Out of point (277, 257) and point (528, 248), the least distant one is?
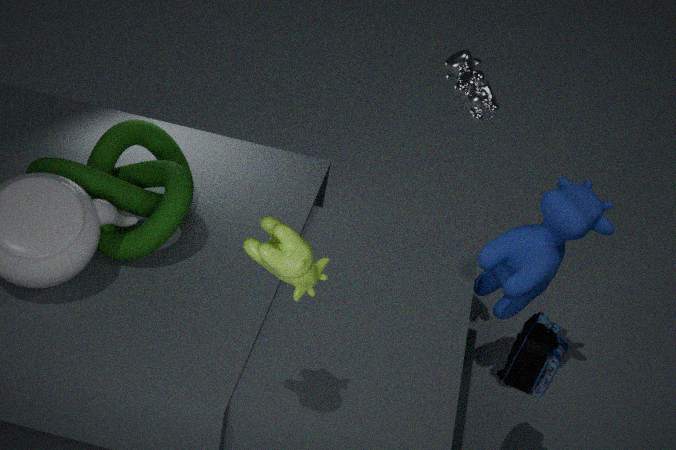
point (277, 257)
